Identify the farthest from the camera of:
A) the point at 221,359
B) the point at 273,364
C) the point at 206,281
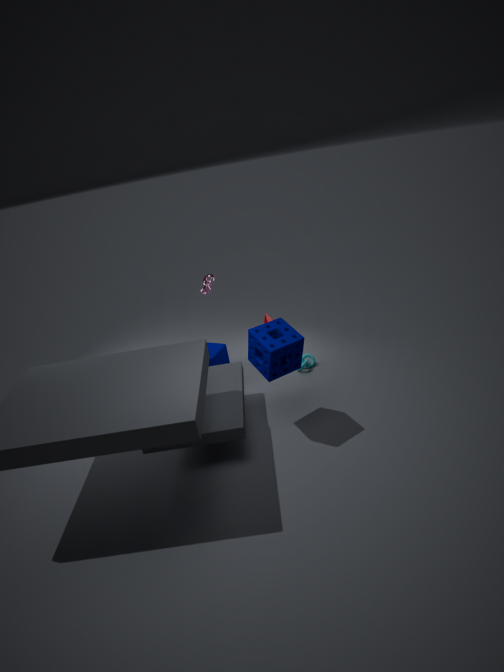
A. the point at 221,359
